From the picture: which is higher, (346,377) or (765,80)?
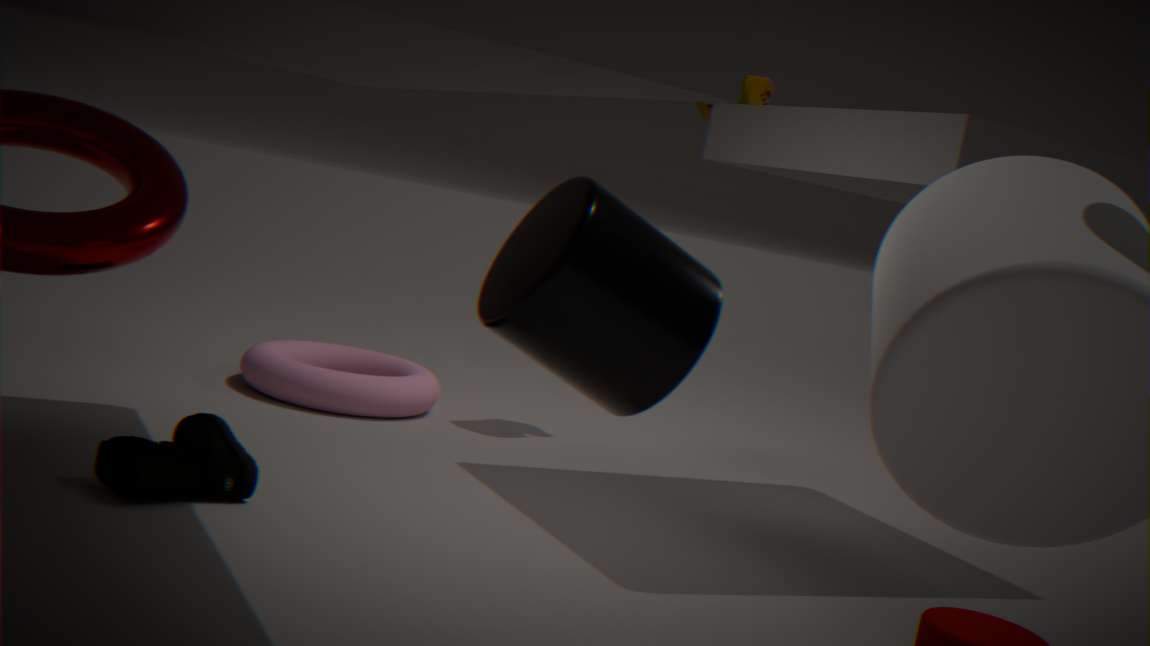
(765,80)
